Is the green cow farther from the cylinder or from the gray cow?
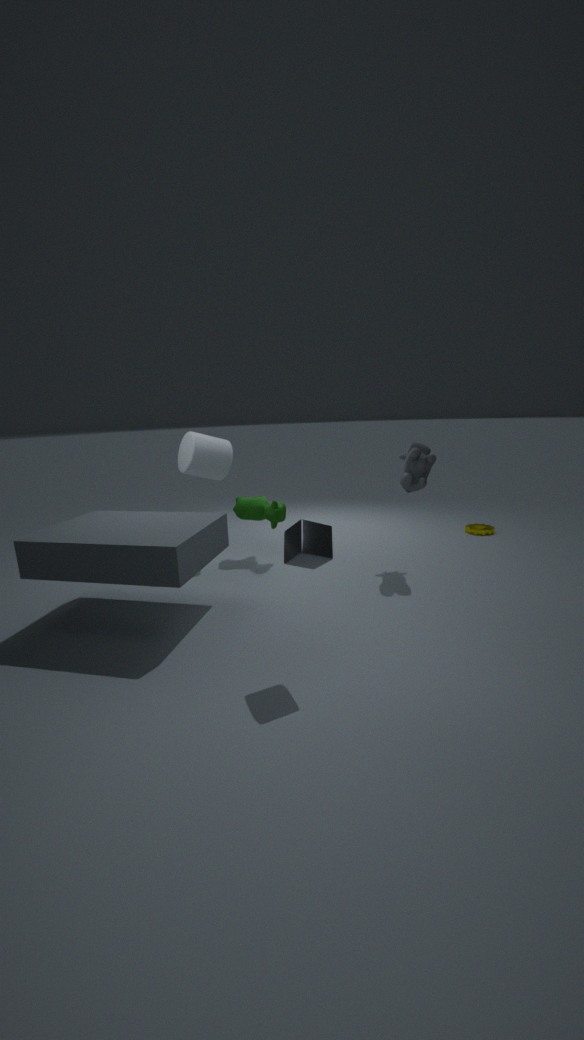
the gray cow
